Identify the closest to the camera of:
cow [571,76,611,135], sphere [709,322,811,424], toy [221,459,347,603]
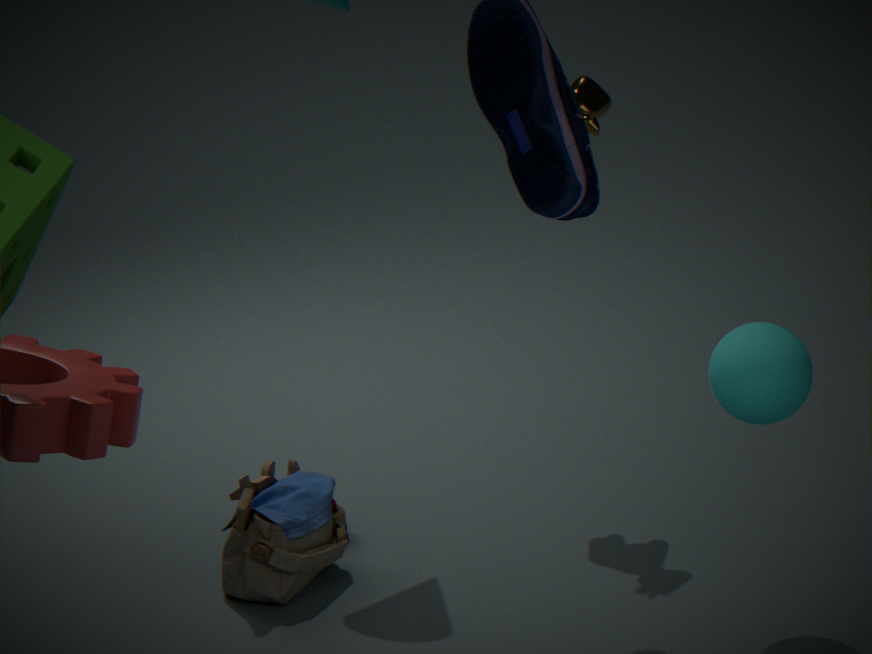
sphere [709,322,811,424]
